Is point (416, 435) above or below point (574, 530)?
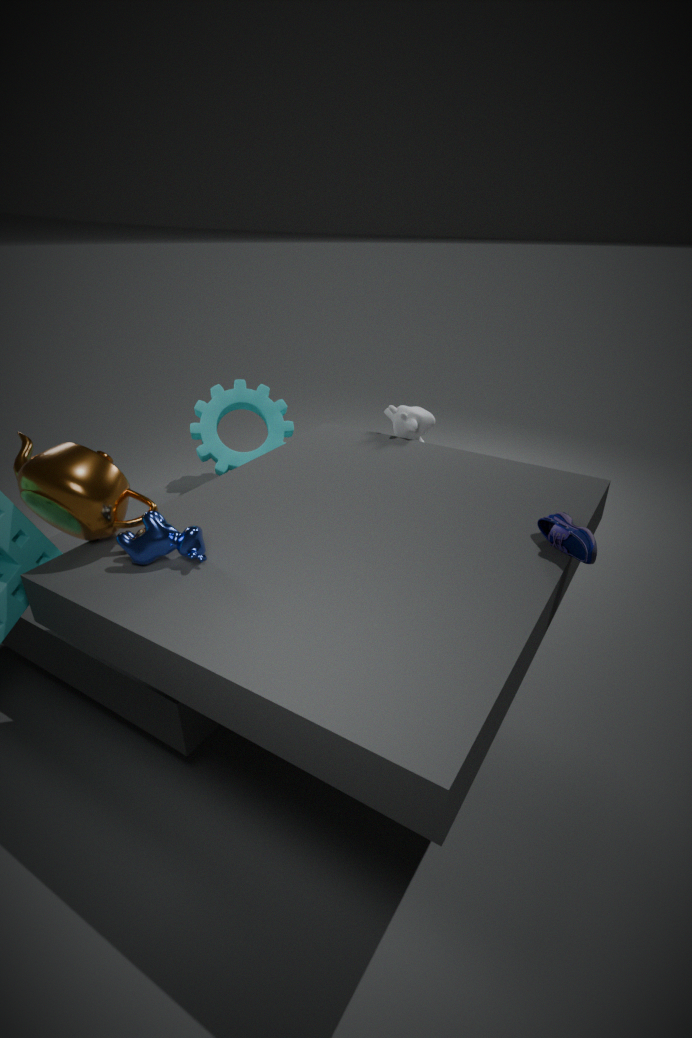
below
